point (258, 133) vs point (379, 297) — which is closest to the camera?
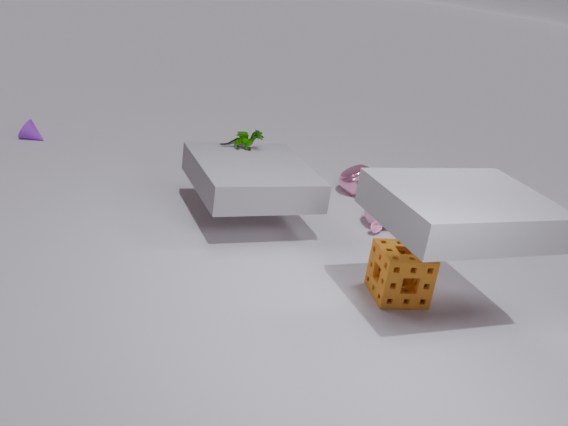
point (379, 297)
